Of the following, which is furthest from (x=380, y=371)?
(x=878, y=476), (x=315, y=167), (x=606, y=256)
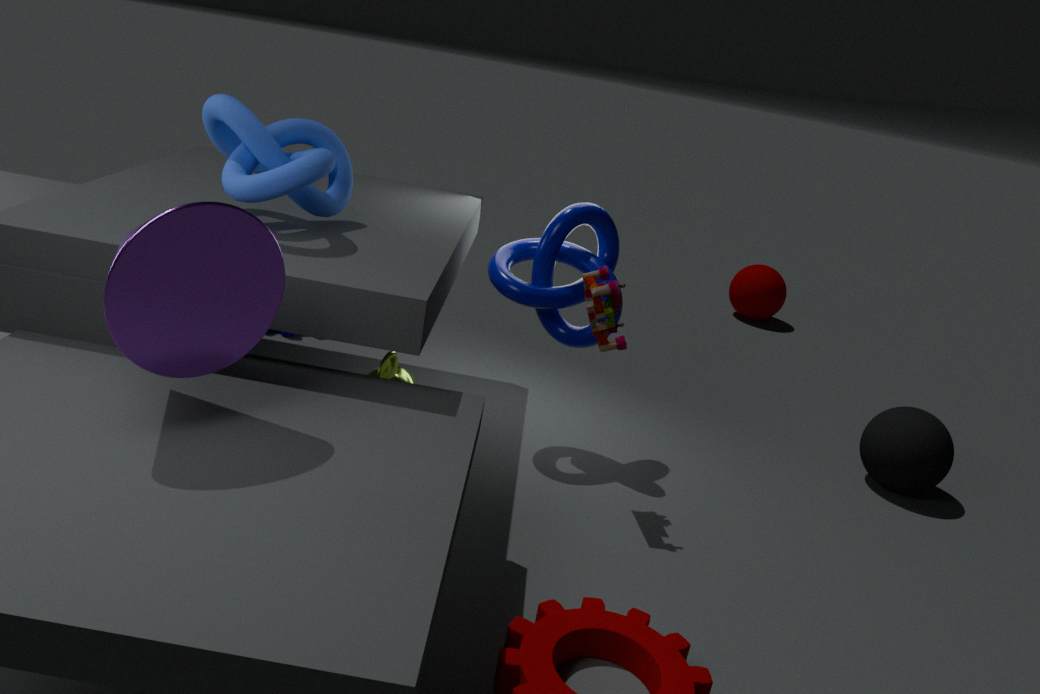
(x=878, y=476)
